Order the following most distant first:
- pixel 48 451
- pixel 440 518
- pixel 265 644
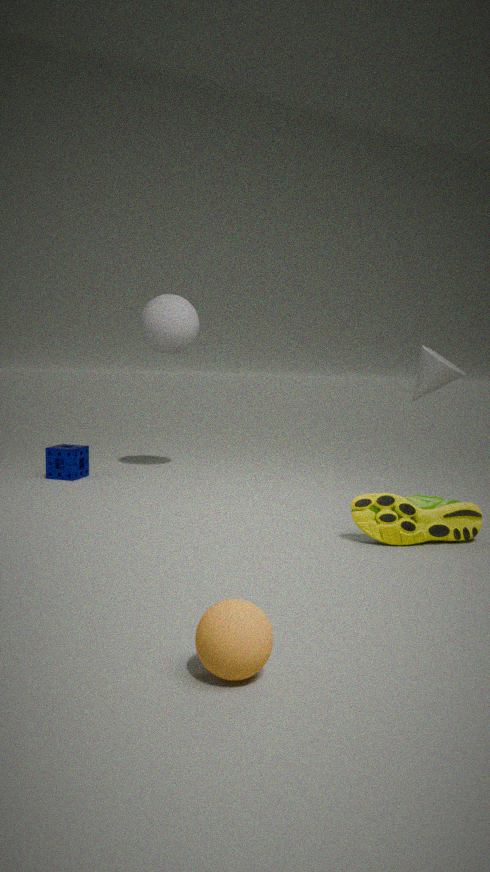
1. pixel 48 451
2. pixel 440 518
3. pixel 265 644
